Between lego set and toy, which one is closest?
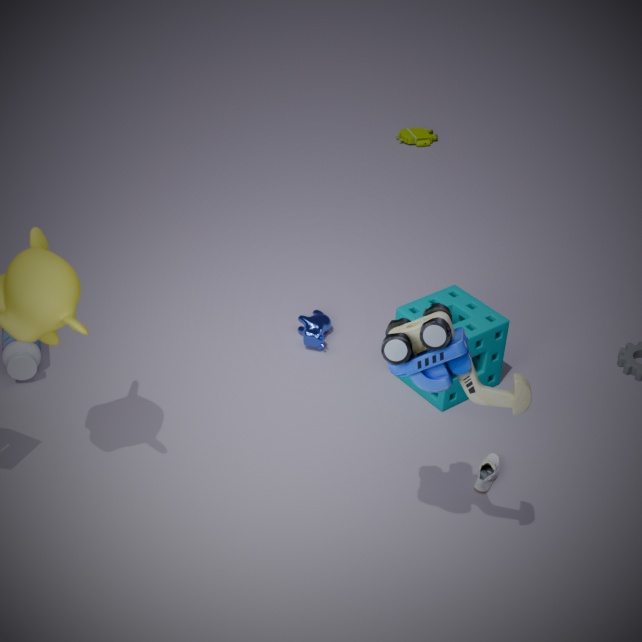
toy
